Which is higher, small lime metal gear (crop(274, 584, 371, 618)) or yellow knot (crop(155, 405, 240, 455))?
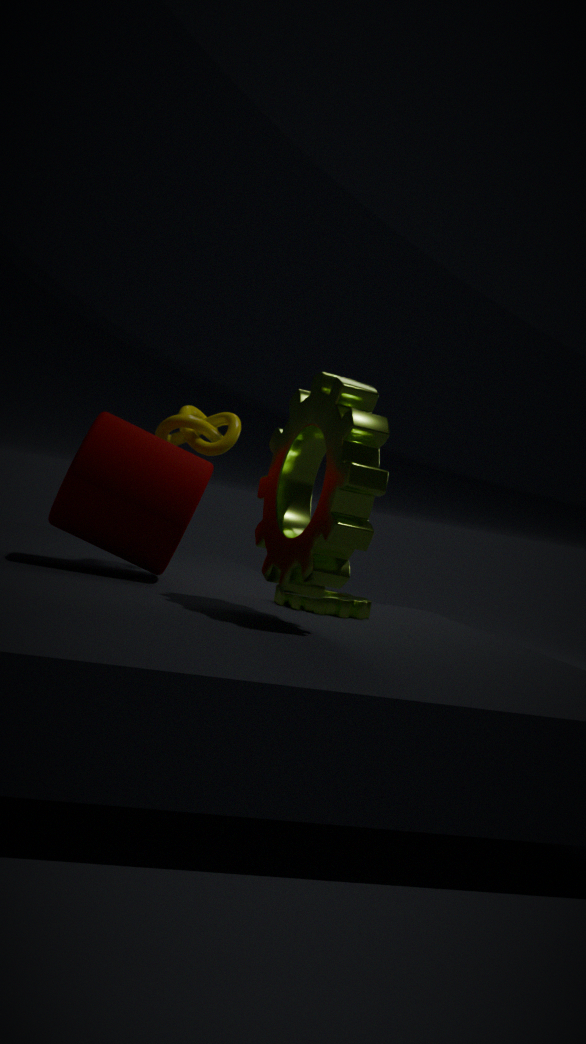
yellow knot (crop(155, 405, 240, 455))
